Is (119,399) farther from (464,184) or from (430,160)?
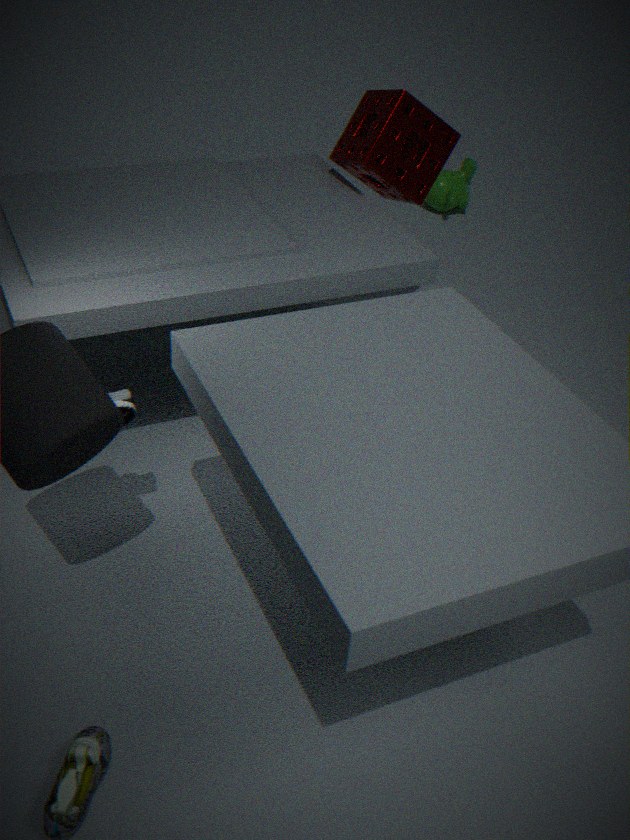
(464,184)
